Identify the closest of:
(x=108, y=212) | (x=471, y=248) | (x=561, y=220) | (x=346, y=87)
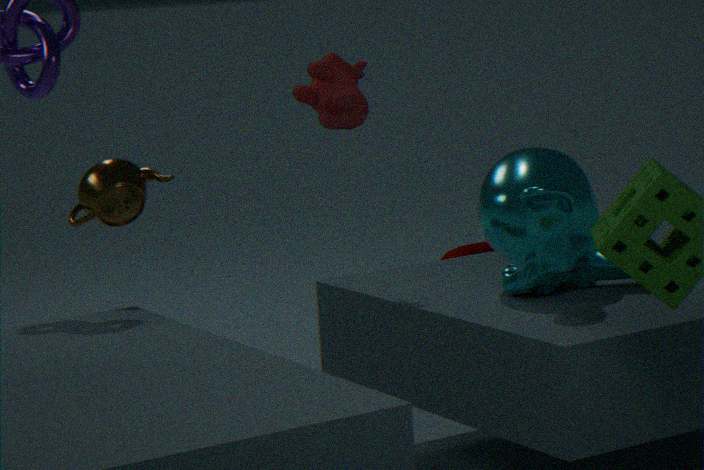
(x=561, y=220)
